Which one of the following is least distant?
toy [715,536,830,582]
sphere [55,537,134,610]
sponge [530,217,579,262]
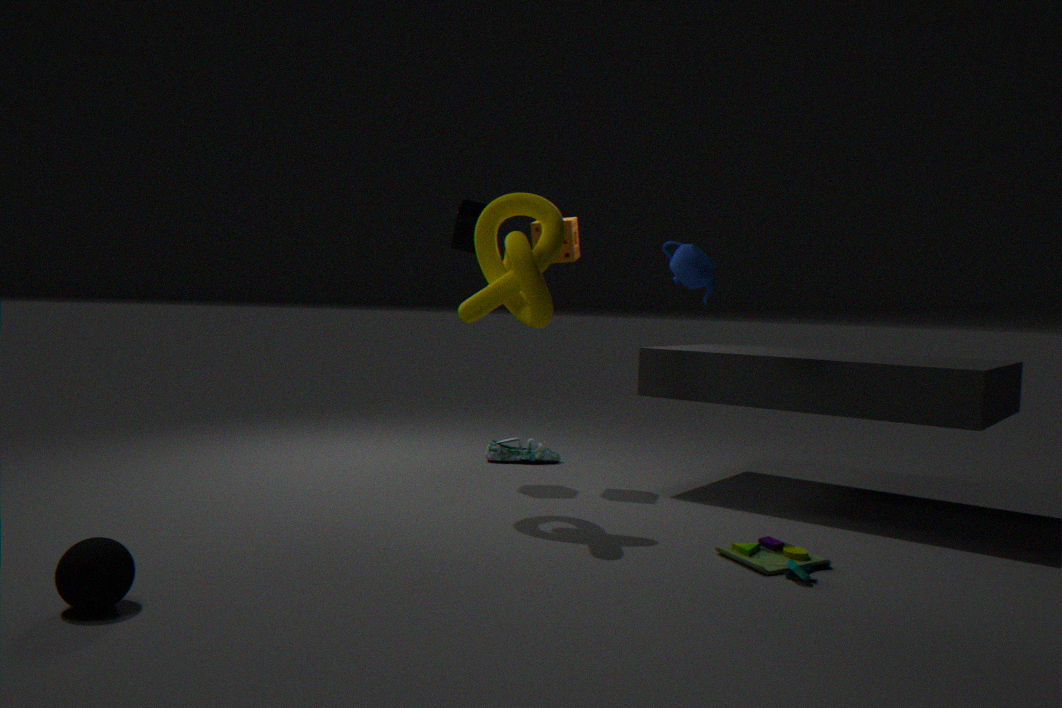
sphere [55,537,134,610]
